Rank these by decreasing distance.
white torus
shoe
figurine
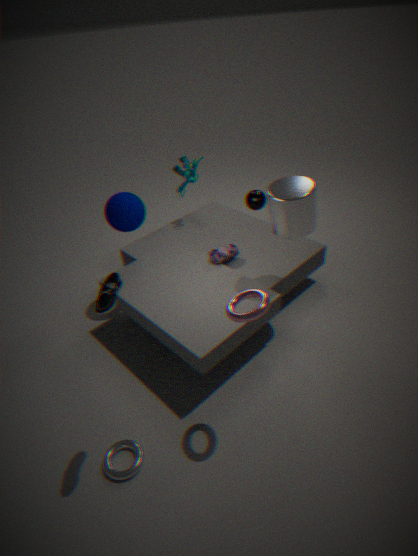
figurine
white torus
shoe
